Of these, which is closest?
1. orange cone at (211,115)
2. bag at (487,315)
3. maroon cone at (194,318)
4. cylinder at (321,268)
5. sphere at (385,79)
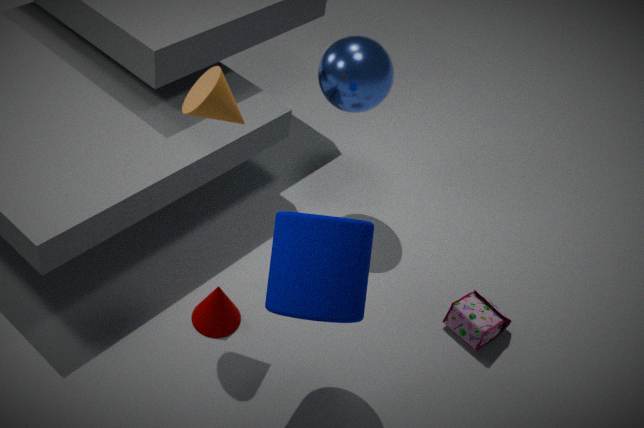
cylinder at (321,268)
